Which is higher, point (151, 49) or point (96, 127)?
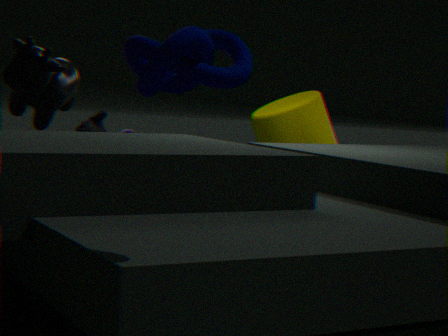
point (151, 49)
